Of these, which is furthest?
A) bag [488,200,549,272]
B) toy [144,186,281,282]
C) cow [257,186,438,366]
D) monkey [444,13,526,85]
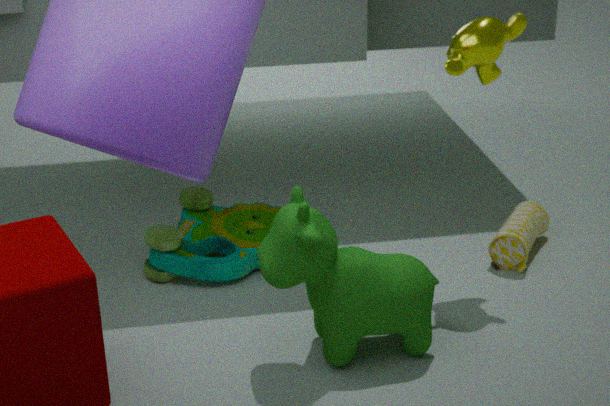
bag [488,200,549,272]
